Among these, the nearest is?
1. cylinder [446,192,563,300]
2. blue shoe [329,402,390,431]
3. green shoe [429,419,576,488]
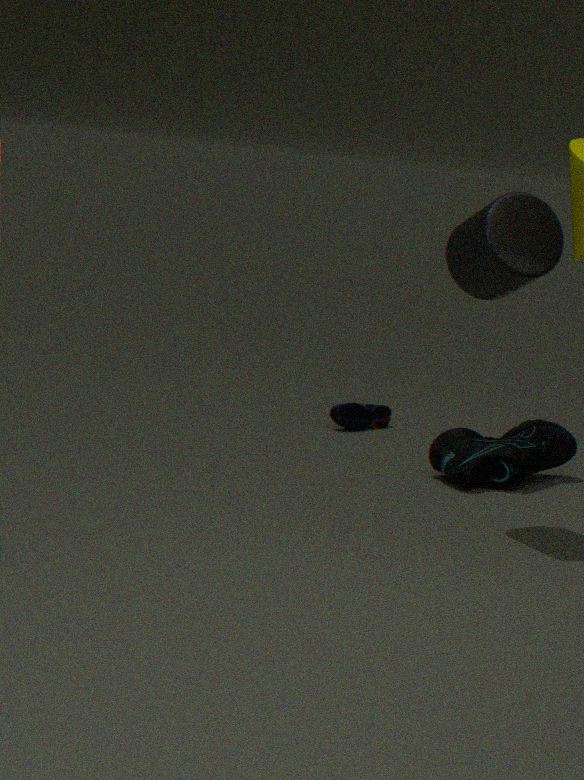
cylinder [446,192,563,300]
